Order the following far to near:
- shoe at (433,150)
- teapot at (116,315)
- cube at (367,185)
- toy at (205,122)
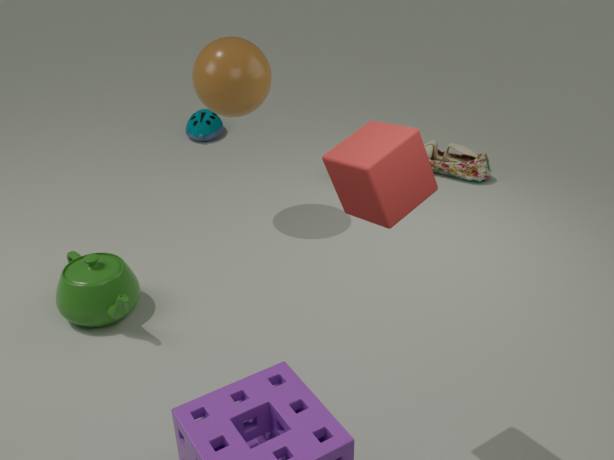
toy at (205,122), shoe at (433,150), teapot at (116,315), cube at (367,185)
